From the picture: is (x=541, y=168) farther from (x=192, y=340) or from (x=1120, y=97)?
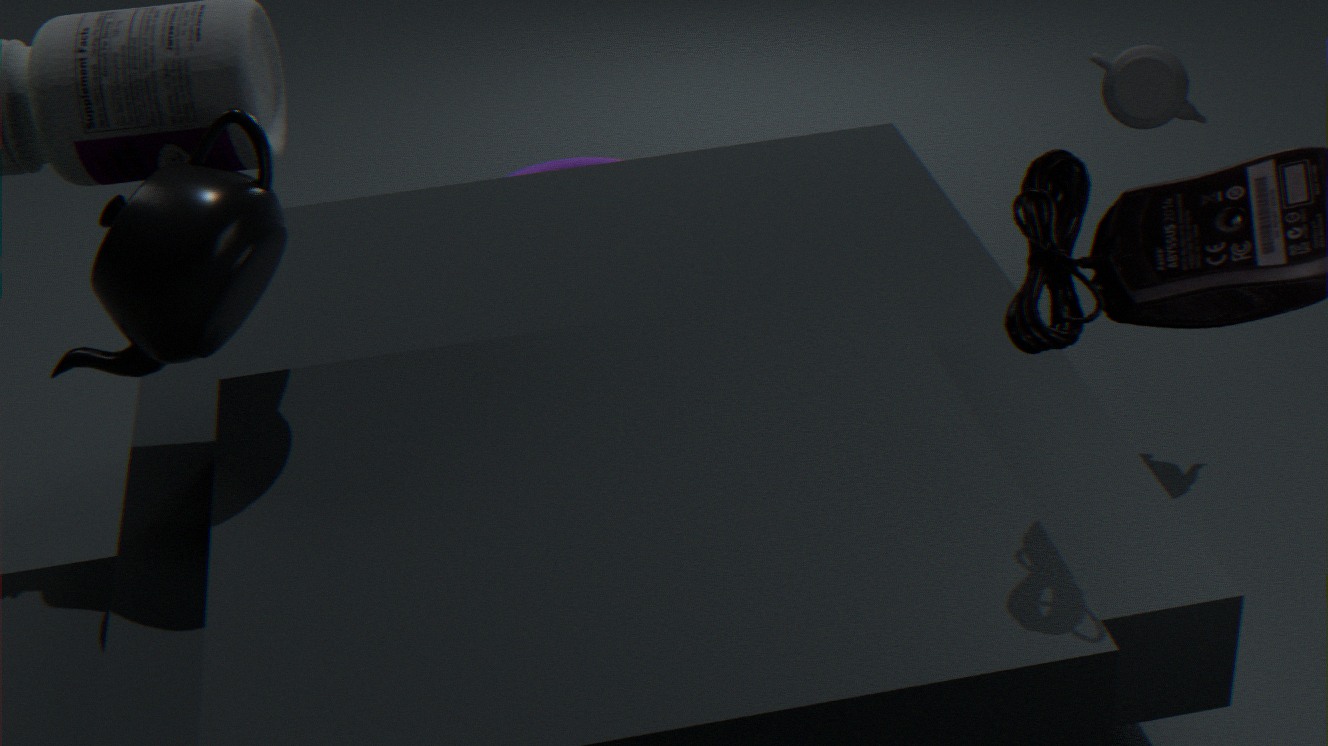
(x=192, y=340)
